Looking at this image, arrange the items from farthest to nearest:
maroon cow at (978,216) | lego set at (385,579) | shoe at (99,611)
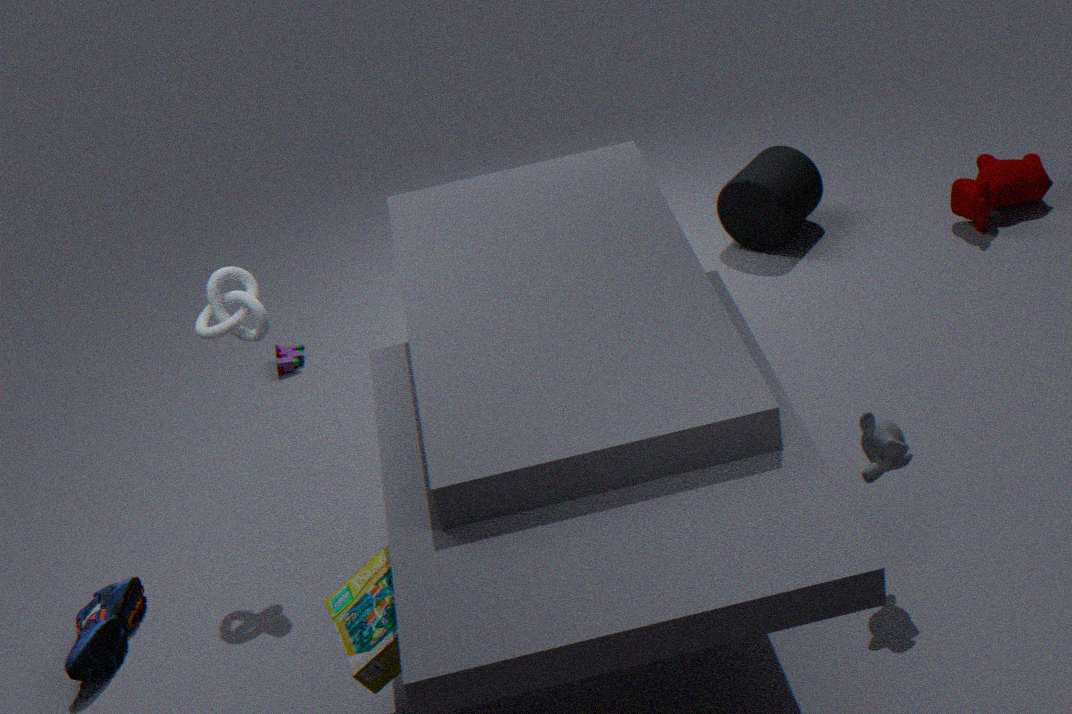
maroon cow at (978,216) < shoe at (99,611) < lego set at (385,579)
